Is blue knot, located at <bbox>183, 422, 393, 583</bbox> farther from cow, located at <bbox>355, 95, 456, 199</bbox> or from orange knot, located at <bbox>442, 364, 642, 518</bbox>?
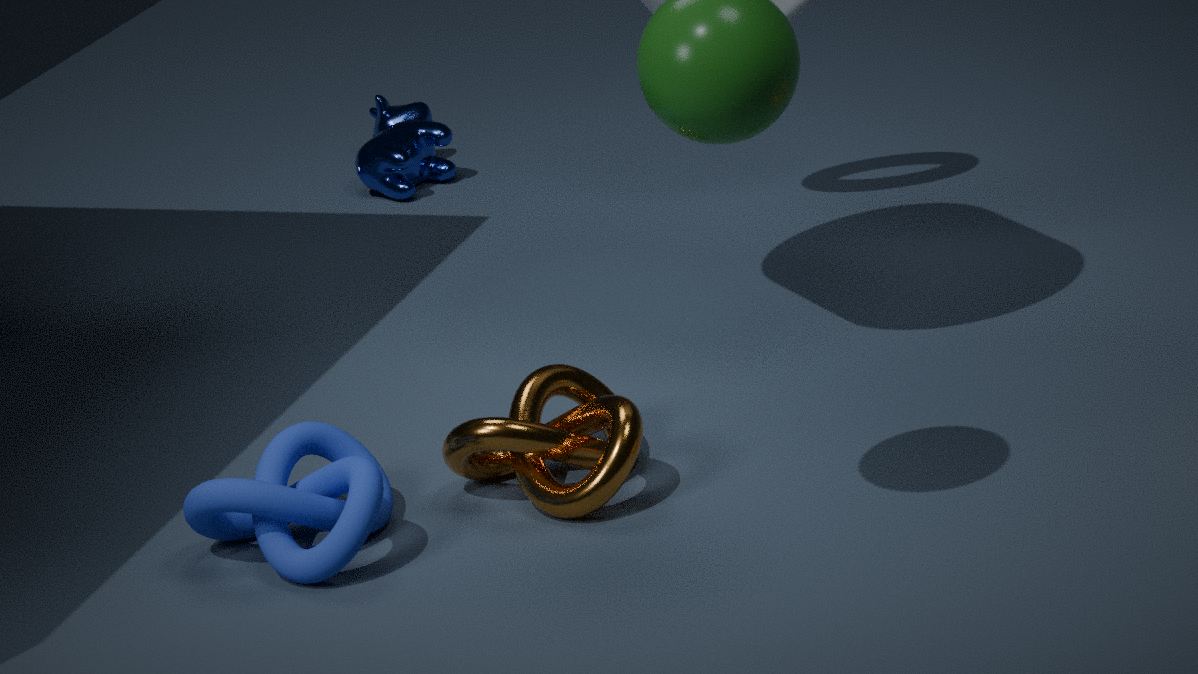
cow, located at <bbox>355, 95, 456, 199</bbox>
